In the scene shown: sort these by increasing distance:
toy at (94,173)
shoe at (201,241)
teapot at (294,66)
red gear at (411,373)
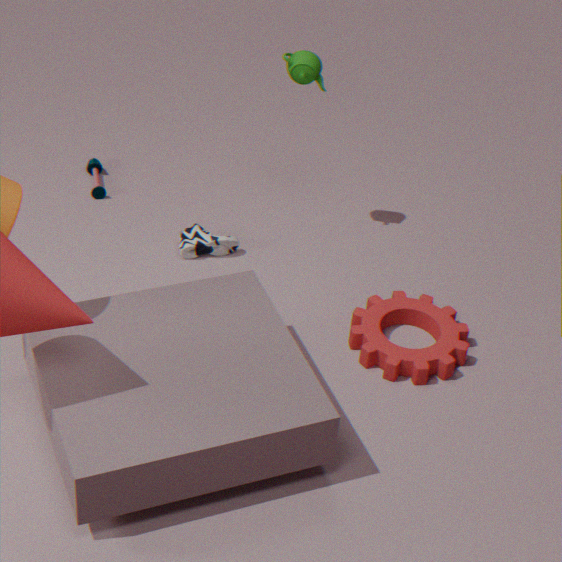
red gear at (411,373)
teapot at (294,66)
shoe at (201,241)
toy at (94,173)
